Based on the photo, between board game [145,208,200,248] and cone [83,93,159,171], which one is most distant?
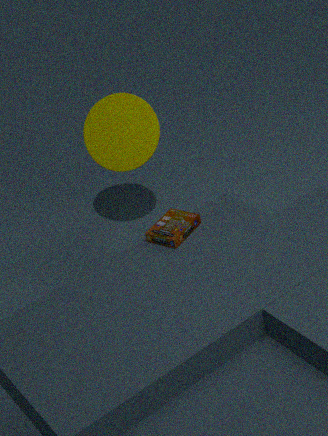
cone [83,93,159,171]
